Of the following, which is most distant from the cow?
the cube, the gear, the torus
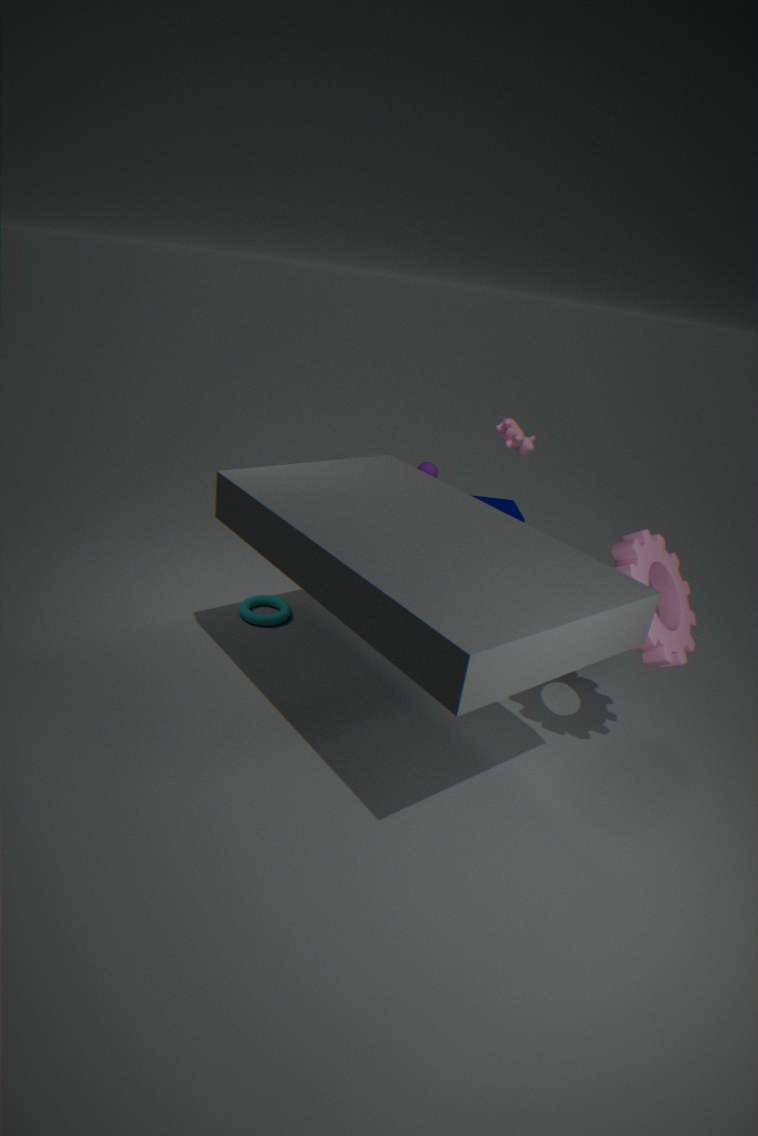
the torus
